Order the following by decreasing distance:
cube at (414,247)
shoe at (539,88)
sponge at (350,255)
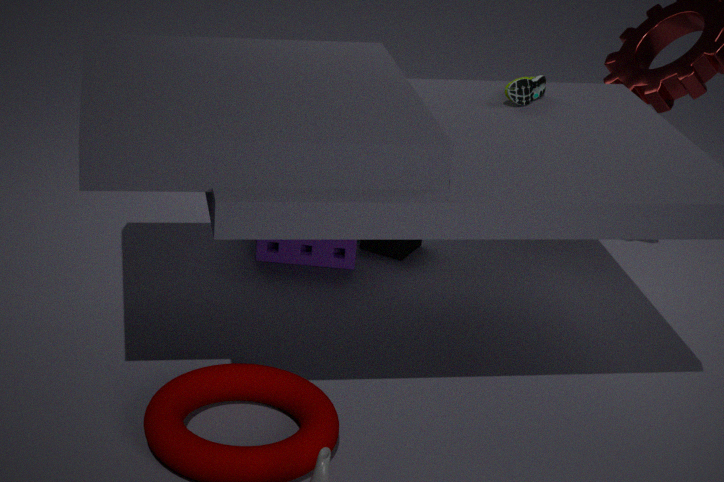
cube at (414,247) < sponge at (350,255) < shoe at (539,88)
